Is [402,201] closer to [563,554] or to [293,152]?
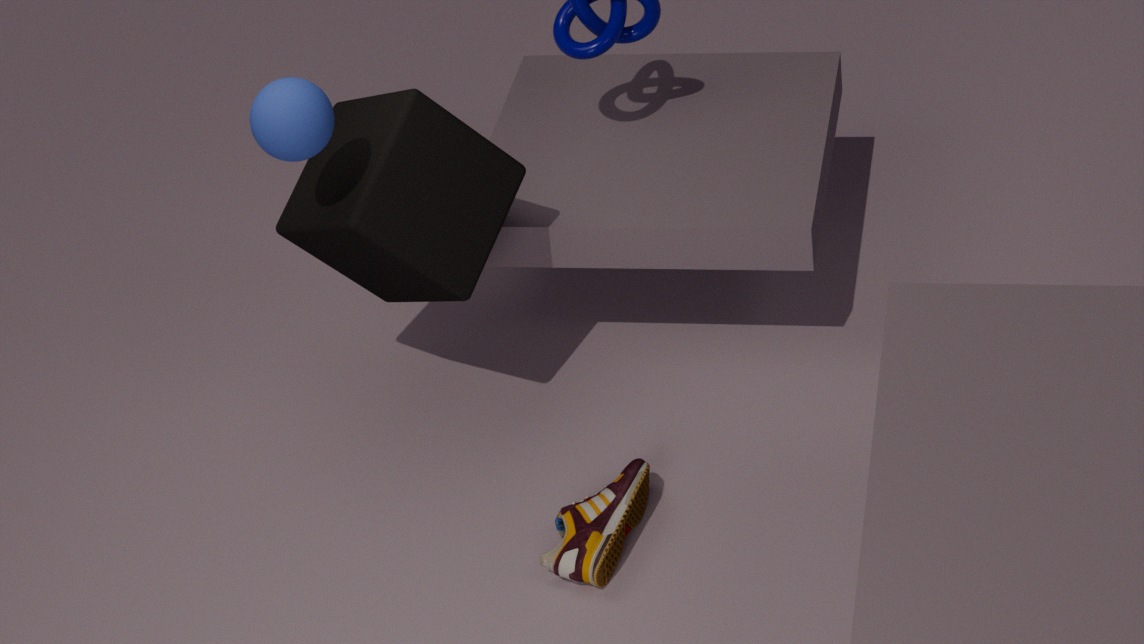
[293,152]
